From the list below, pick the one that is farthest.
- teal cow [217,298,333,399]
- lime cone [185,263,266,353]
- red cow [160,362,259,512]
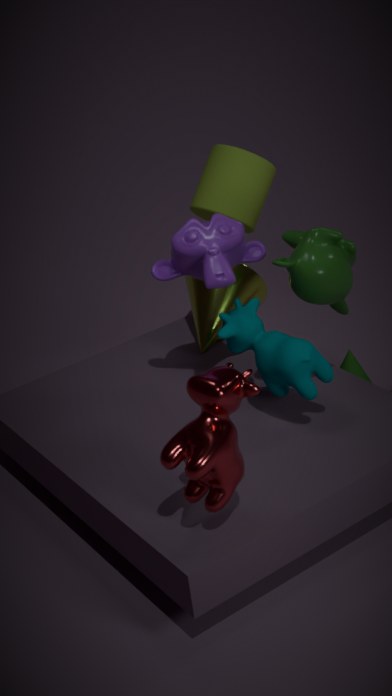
lime cone [185,263,266,353]
